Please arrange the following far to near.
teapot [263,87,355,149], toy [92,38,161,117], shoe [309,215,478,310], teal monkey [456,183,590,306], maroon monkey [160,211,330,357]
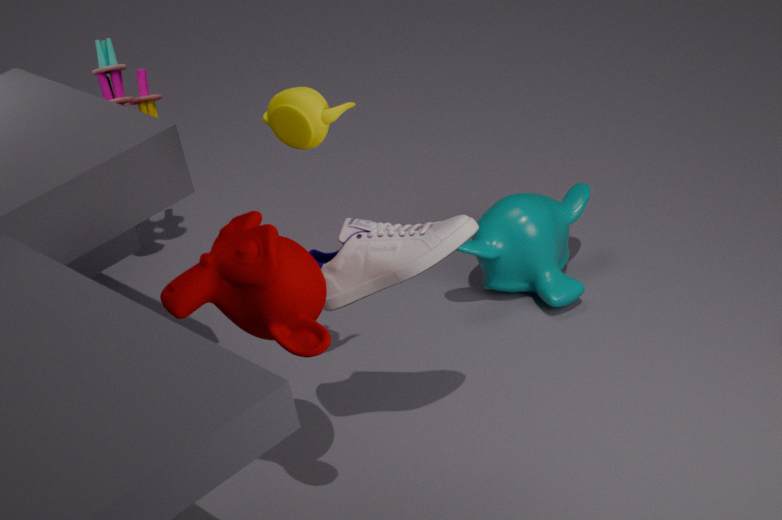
toy [92,38,161,117]
teal monkey [456,183,590,306]
teapot [263,87,355,149]
shoe [309,215,478,310]
maroon monkey [160,211,330,357]
